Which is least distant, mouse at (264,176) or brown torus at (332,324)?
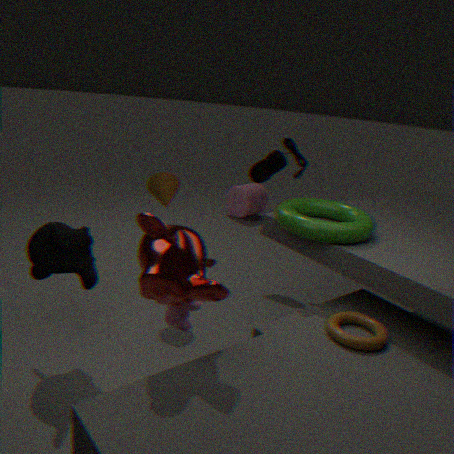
brown torus at (332,324)
